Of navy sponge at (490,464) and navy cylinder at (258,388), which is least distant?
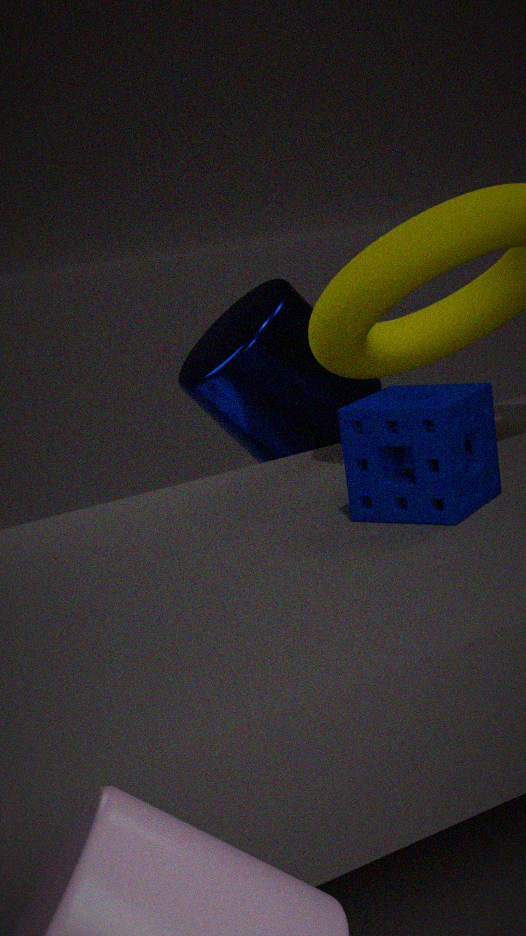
navy sponge at (490,464)
